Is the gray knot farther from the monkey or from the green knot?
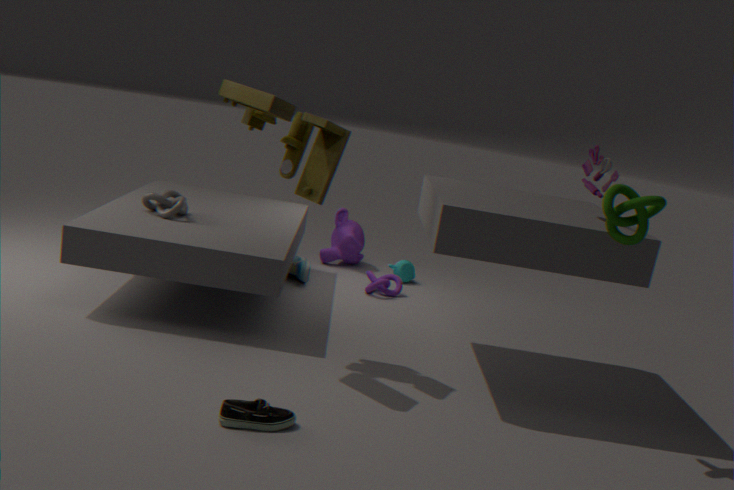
the green knot
